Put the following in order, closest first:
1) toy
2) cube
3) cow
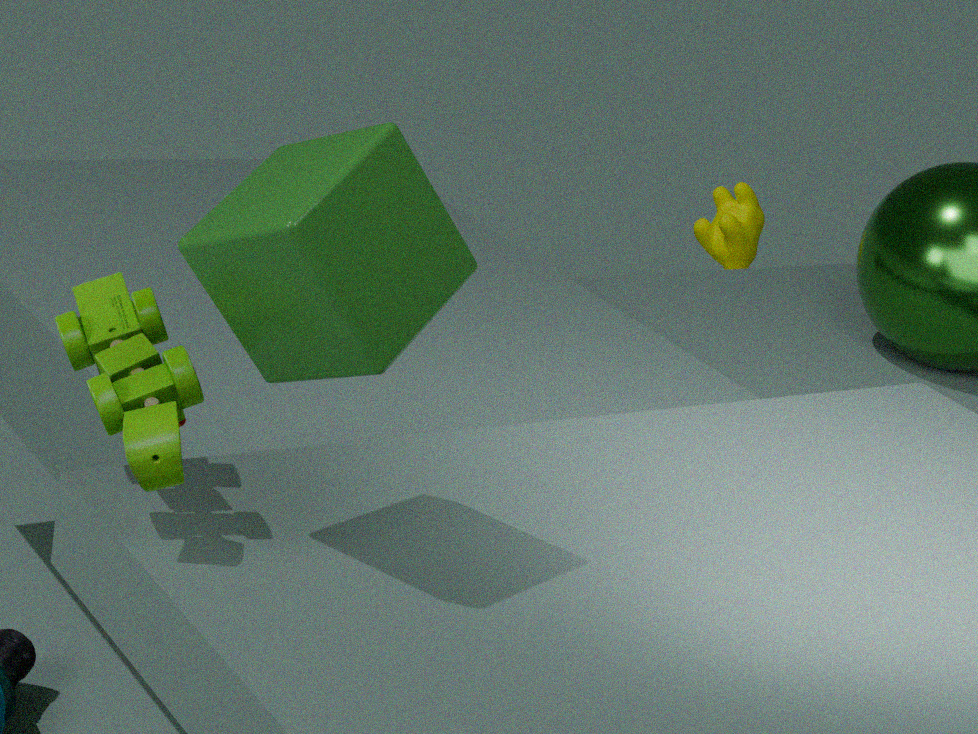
2. cube, 1. toy, 3. cow
